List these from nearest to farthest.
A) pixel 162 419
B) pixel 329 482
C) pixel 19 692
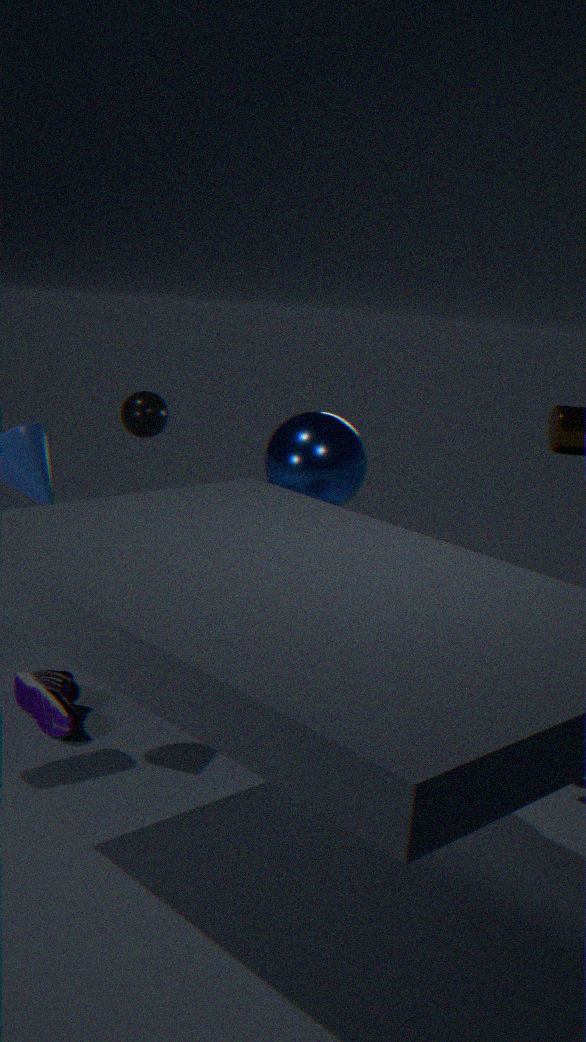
pixel 329 482 < pixel 19 692 < pixel 162 419
